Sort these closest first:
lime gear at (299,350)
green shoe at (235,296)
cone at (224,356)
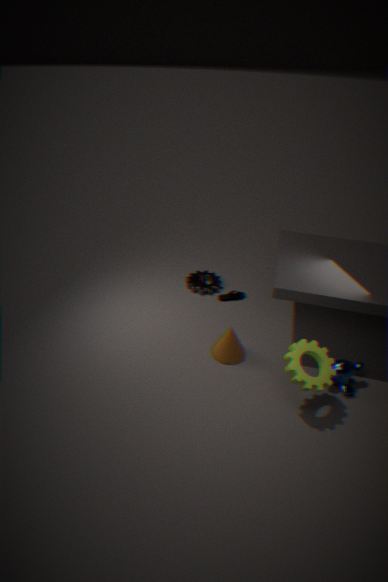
lime gear at (299,350) → cone at (224,356) → green shoe at (235,296)
